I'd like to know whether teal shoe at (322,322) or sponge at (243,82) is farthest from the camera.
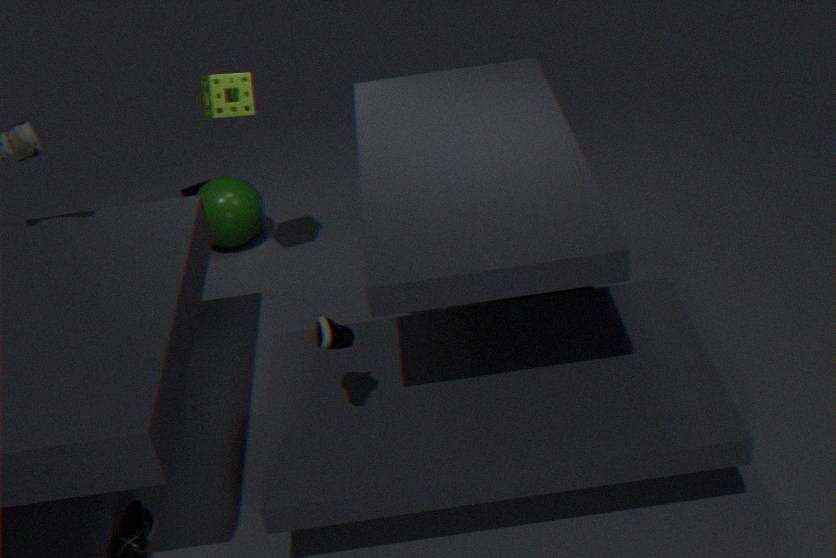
sponge at (243,82)
